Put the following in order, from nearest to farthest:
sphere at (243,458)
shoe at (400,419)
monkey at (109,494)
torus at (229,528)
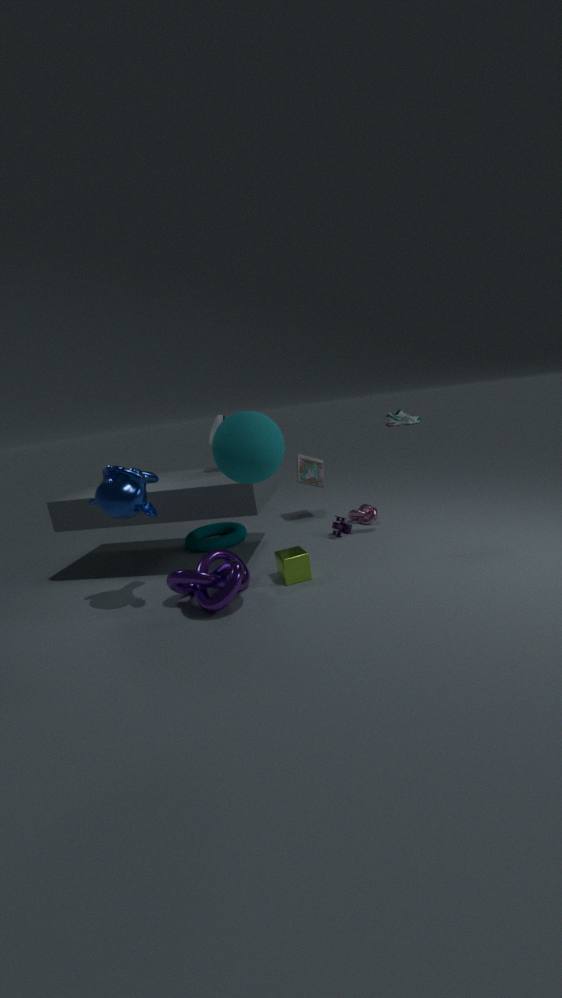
sphere at (243,458) < monkey at (109,494) < shoe at (400,419) < torus at (229,528)
